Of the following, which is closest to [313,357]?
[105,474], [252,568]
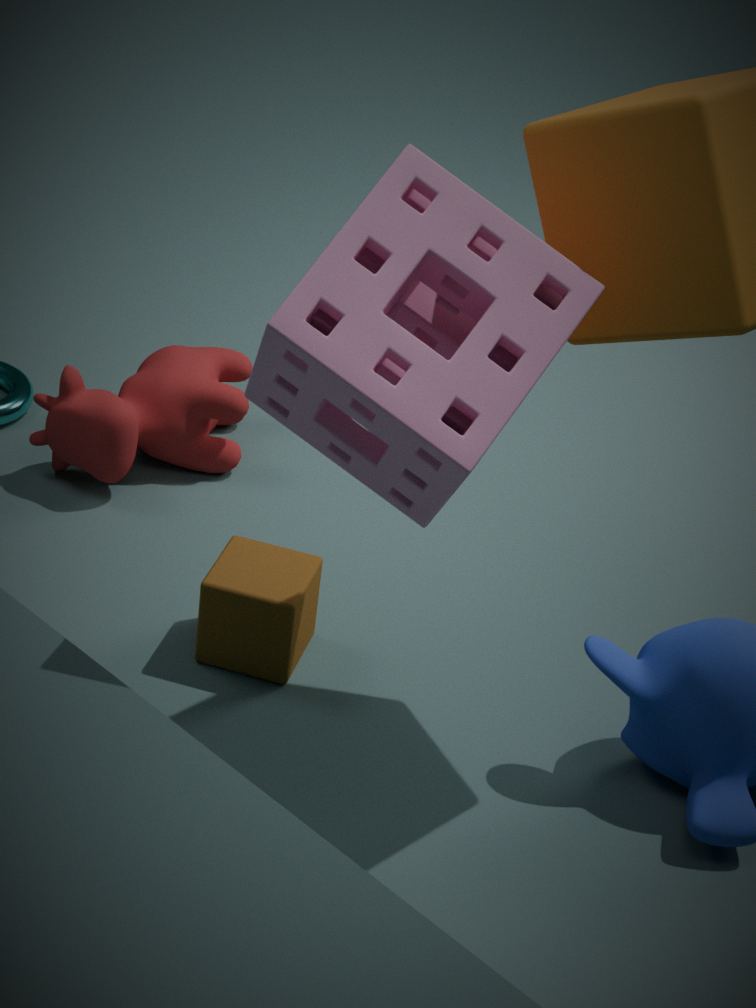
[252,568]
